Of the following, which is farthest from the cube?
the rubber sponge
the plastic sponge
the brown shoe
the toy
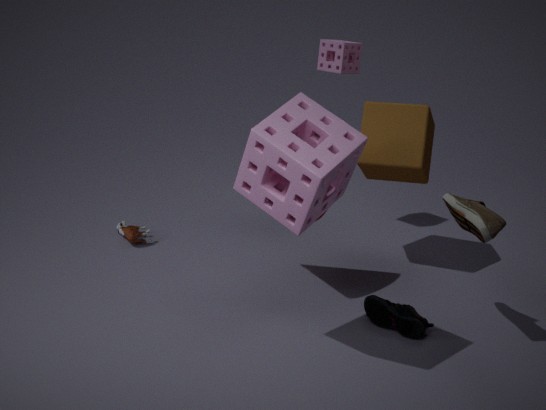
the toy
